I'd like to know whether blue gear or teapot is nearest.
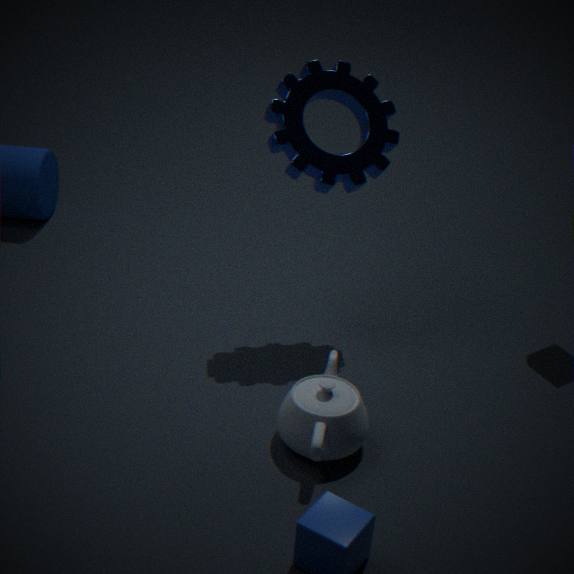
teapot
